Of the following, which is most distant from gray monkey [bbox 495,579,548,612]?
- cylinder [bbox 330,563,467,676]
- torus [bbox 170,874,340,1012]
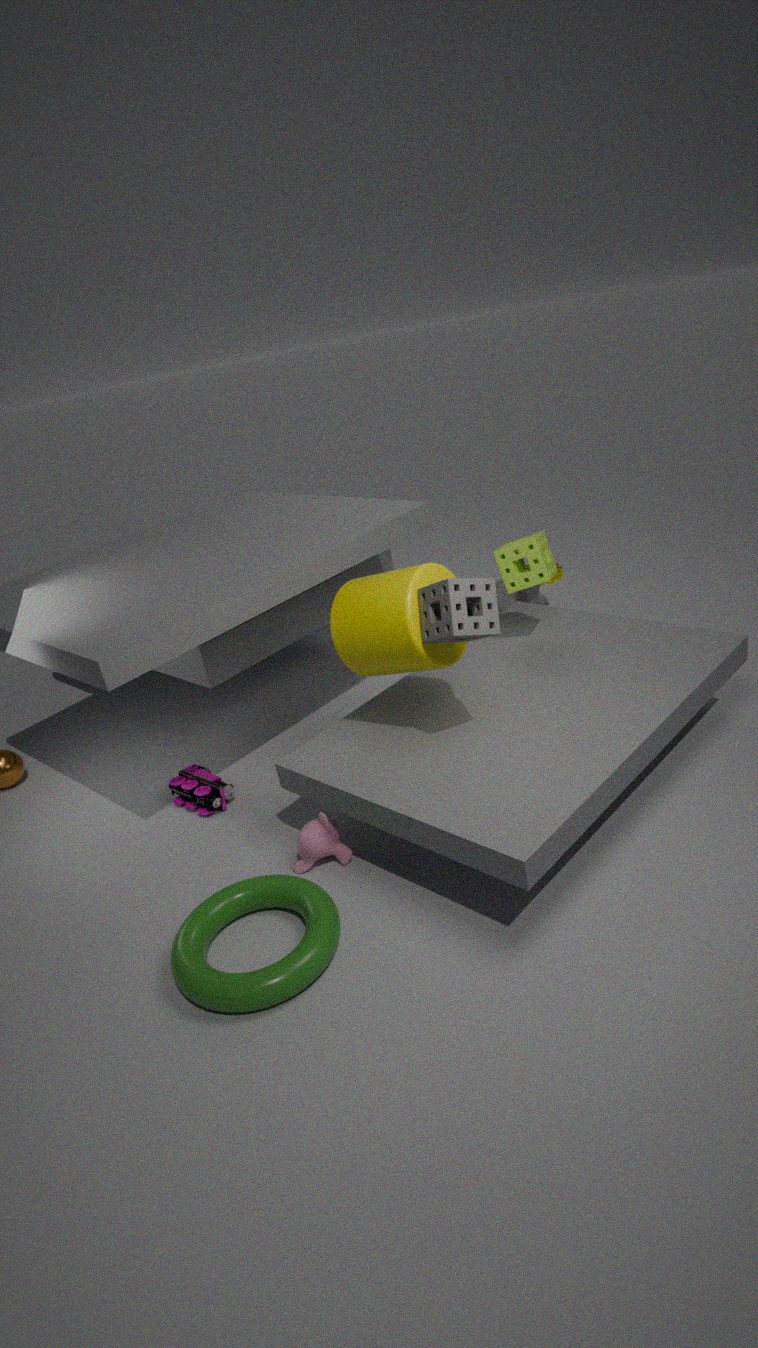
torus [bbox 170,874,340,1012]
